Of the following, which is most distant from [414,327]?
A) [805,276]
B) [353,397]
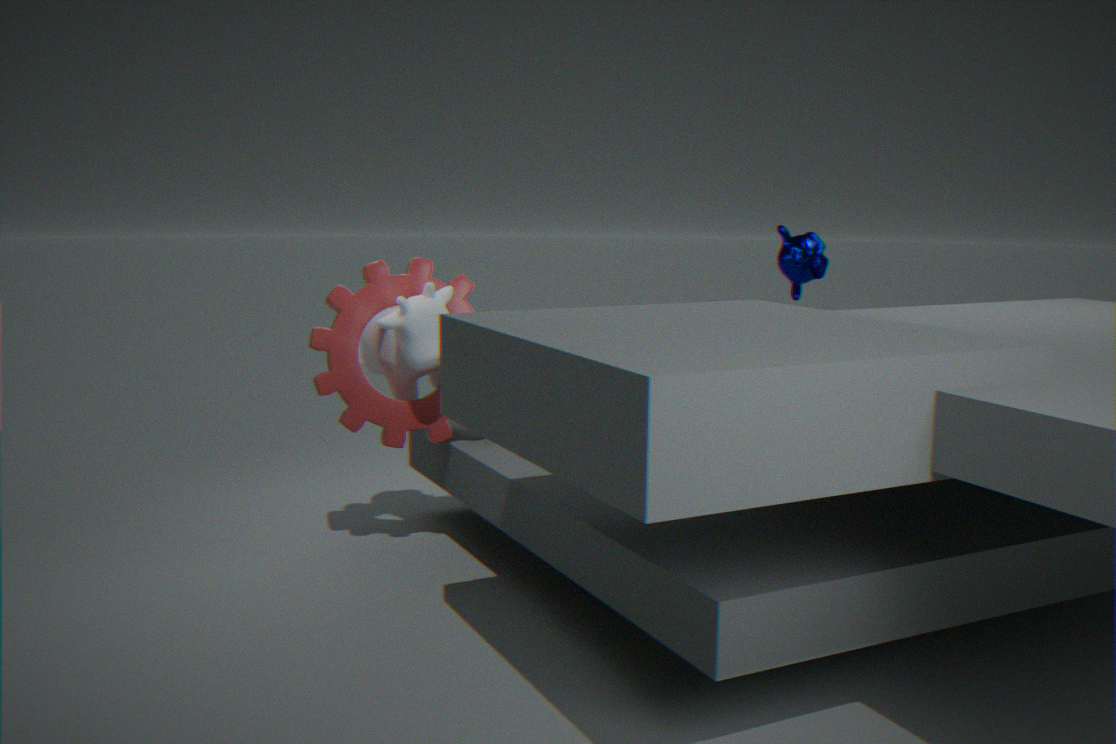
[805,276]
